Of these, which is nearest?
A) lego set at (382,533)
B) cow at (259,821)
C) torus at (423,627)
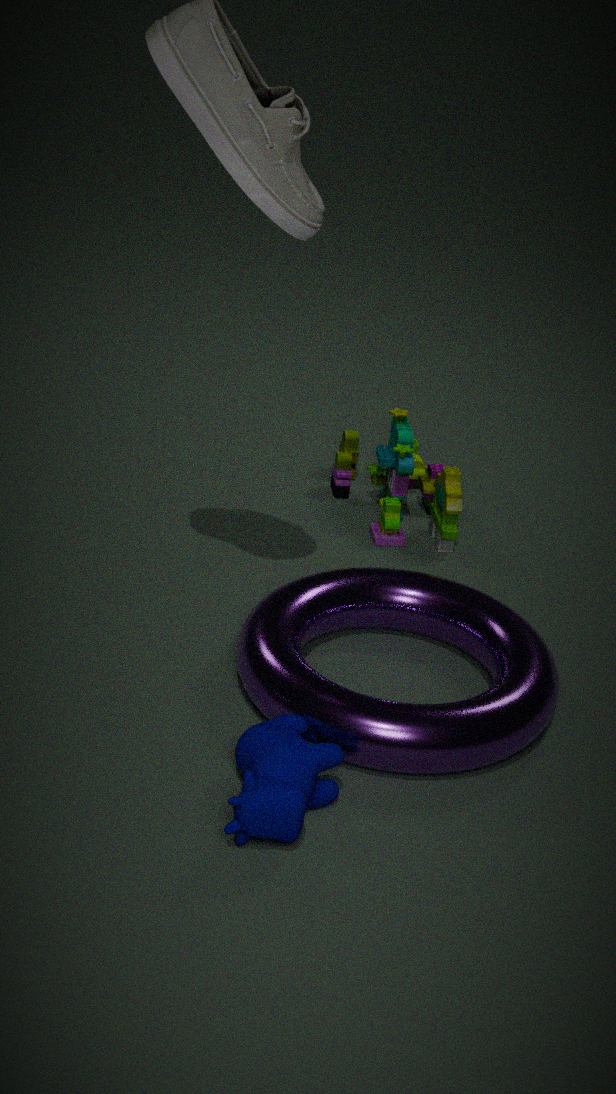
cow at (259,821)
